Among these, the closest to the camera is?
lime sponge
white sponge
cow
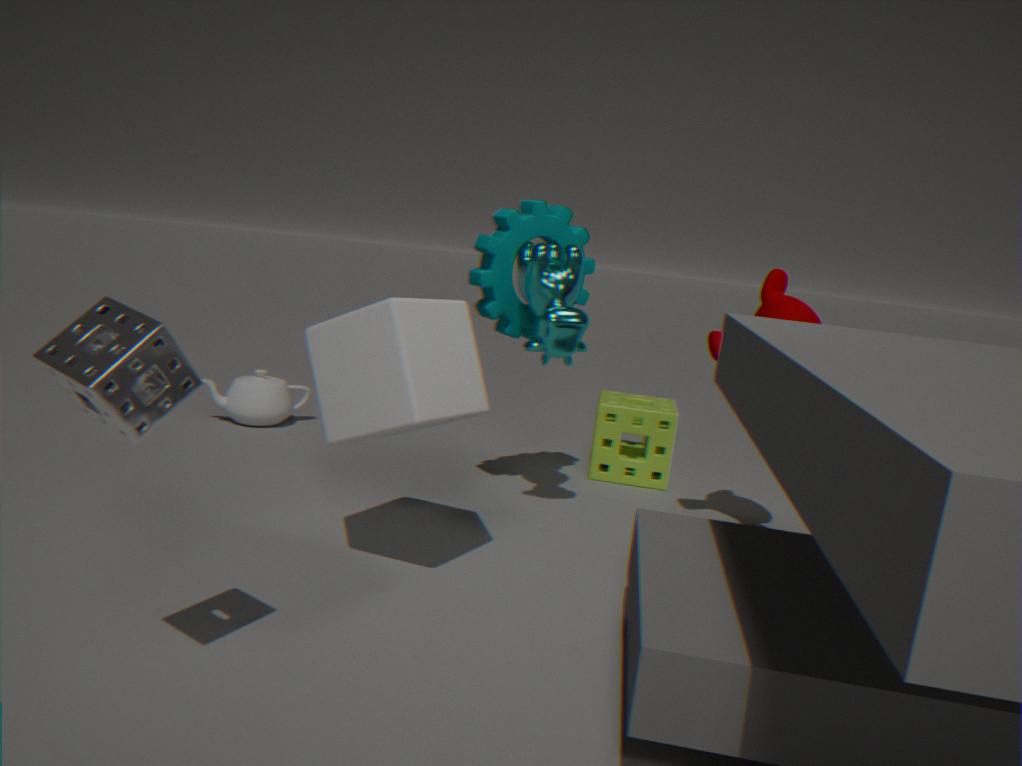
white sponge
